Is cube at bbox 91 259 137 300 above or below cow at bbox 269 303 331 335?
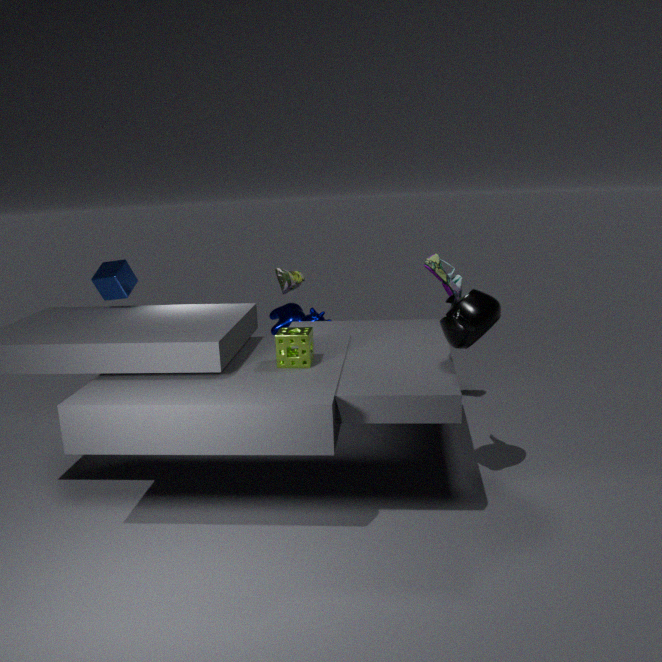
above
